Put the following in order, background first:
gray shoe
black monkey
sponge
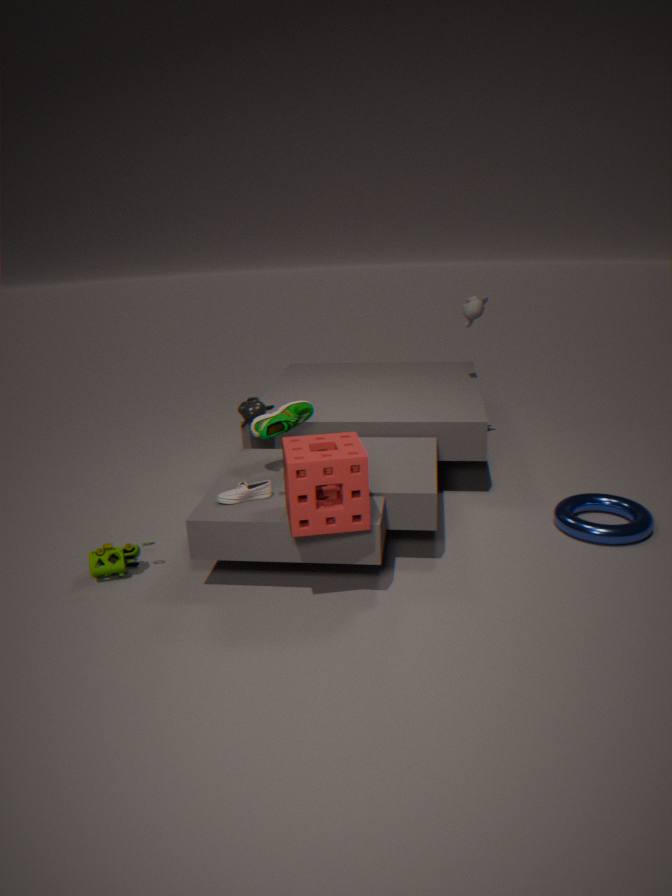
1. black monkey
2. gray shoe
3. sponge
